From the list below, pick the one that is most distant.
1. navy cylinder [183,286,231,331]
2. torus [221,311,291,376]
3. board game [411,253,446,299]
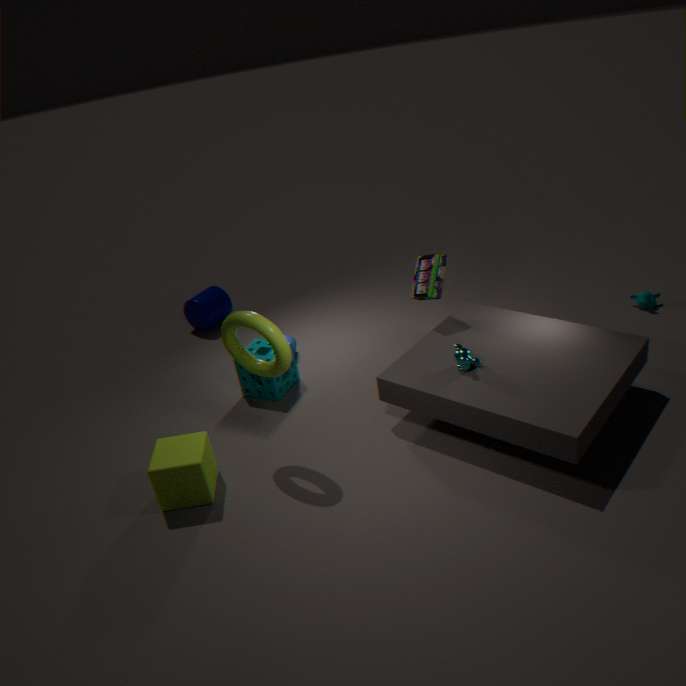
navy cylinder [183,286,231,331]
